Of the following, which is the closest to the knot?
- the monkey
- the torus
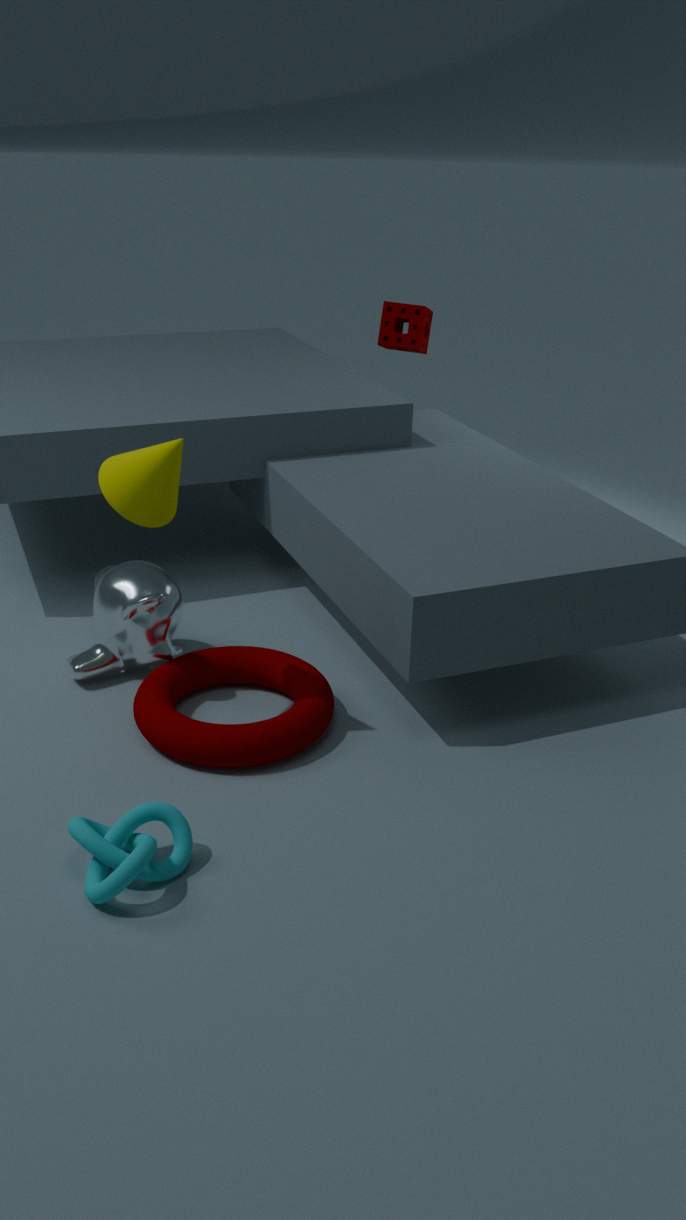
the torus
